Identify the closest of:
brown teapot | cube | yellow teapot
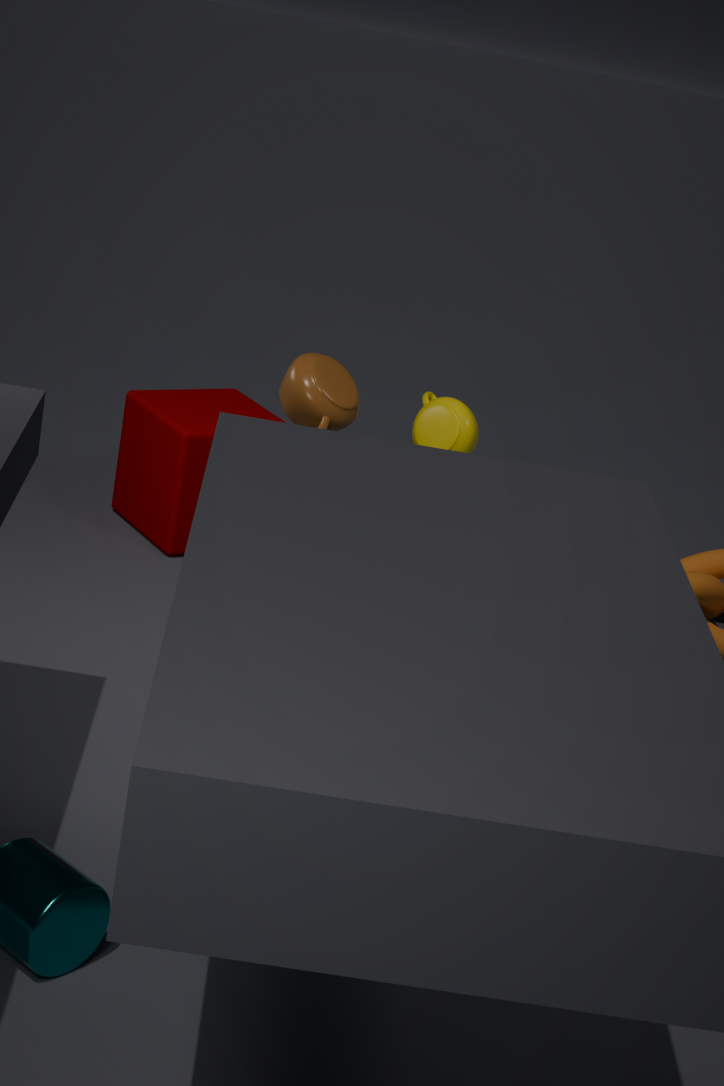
brown teapot
